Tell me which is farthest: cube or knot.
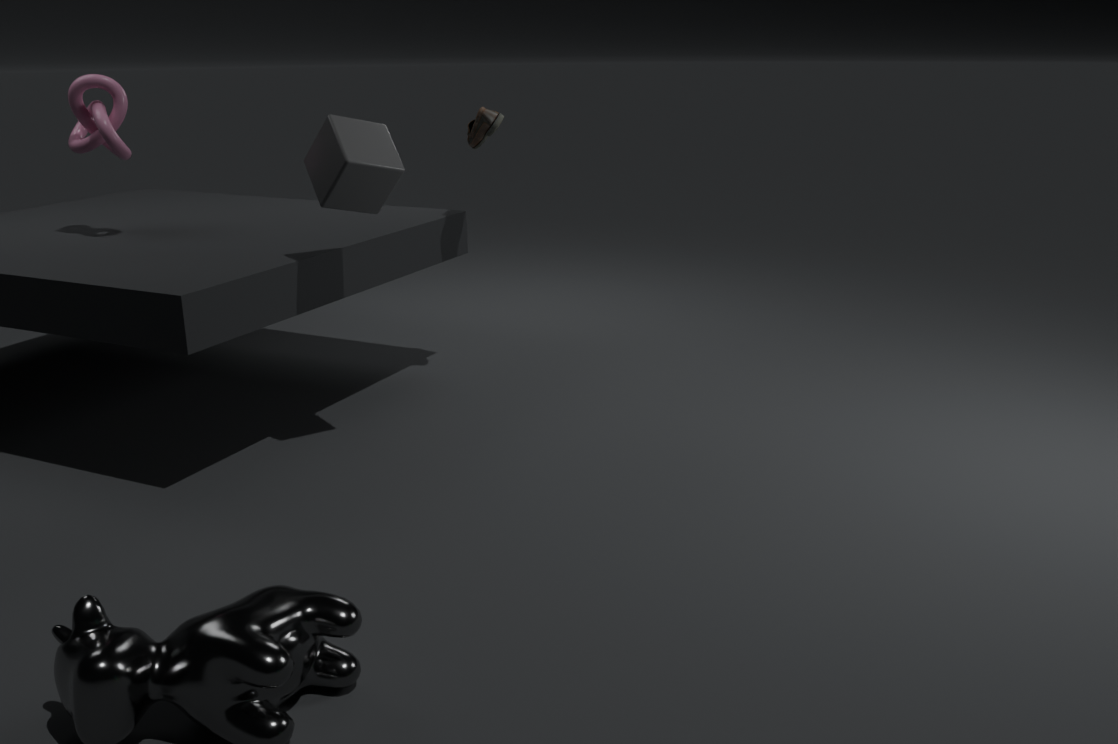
knot
